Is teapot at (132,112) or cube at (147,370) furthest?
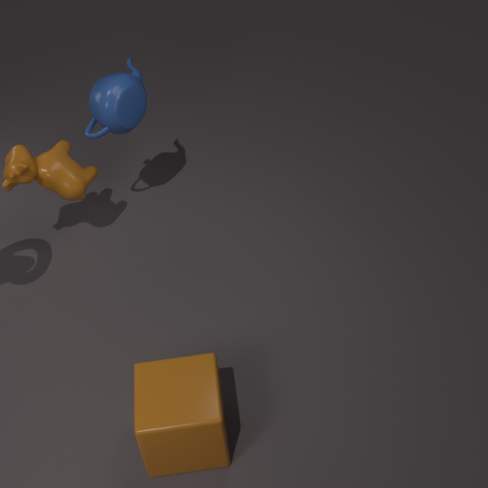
teapot at (132,112)
